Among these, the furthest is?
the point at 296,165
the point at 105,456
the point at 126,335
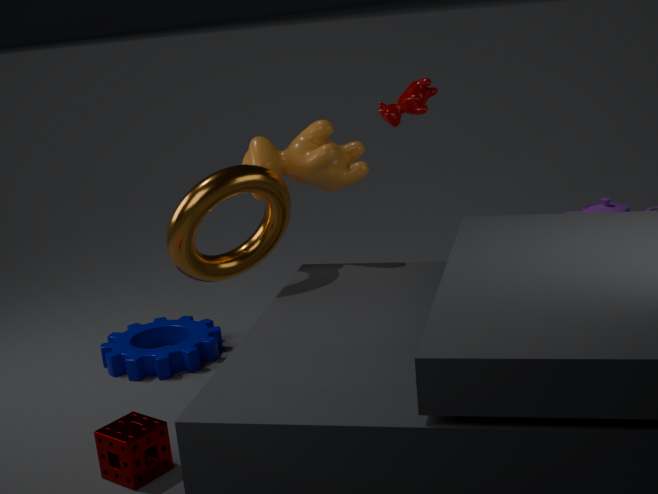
the point at 126,335
